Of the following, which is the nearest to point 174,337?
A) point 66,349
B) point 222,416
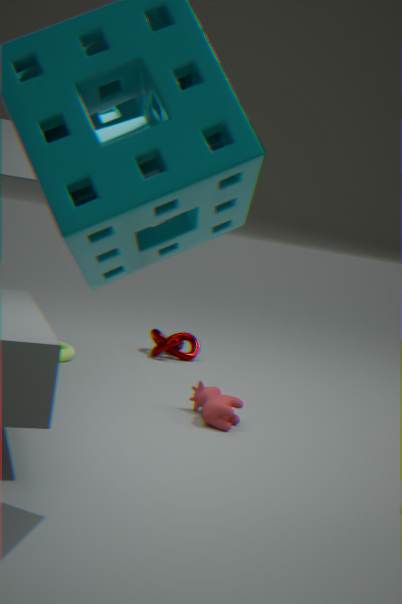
point 66,349
